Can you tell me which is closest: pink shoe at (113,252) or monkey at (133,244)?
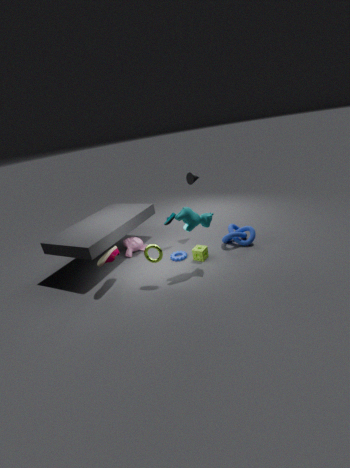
pink shoe at (113,252)
